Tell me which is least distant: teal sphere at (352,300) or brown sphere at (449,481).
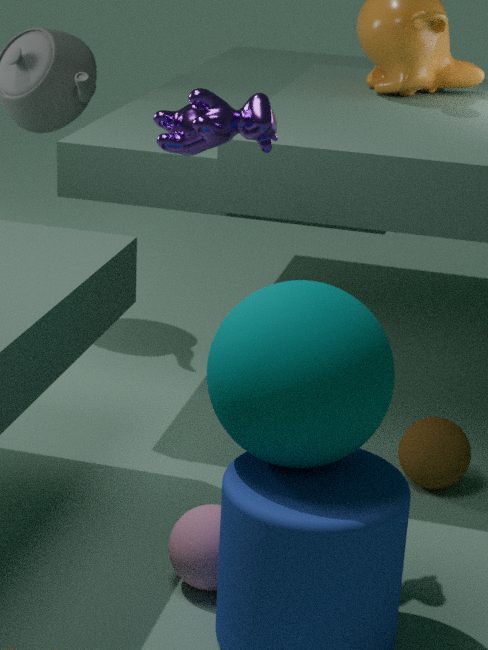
teal sphere at (352,300)
